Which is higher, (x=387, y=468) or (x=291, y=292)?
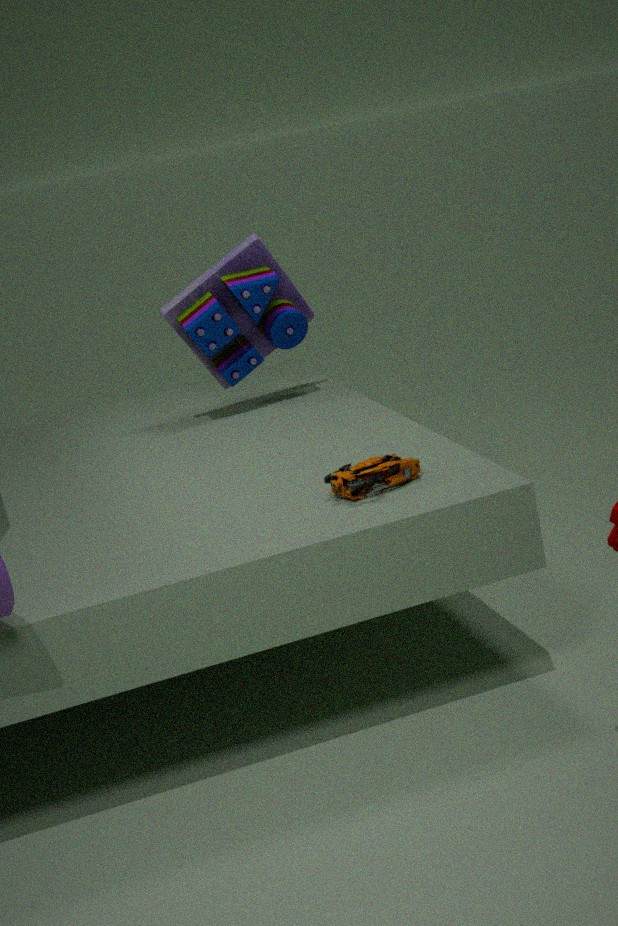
(x=291, y=292)
